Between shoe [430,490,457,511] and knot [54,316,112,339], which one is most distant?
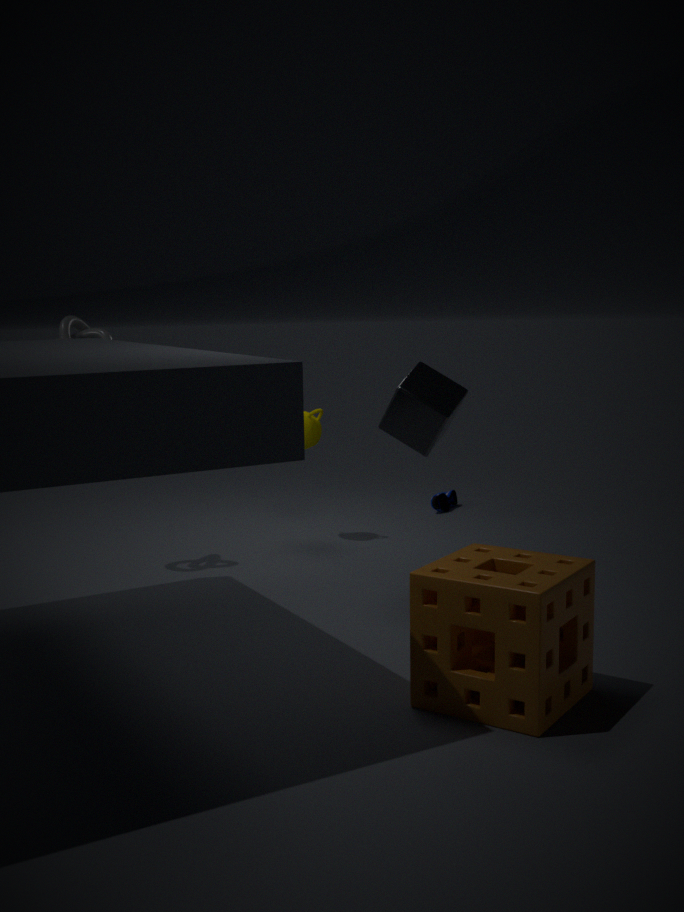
shoe [430,490,457,511]
